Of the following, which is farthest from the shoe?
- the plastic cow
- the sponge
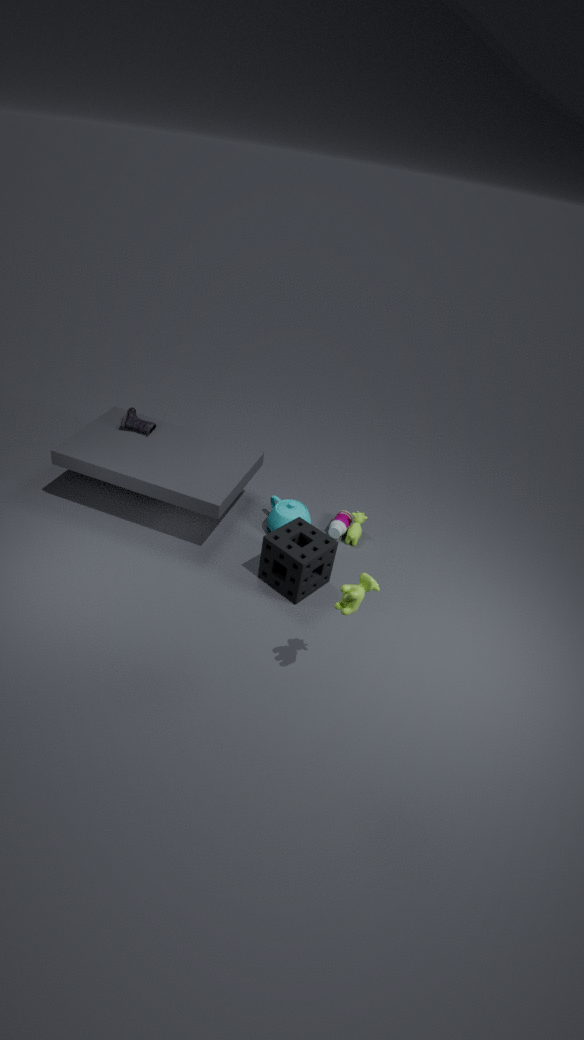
the plastic cow
